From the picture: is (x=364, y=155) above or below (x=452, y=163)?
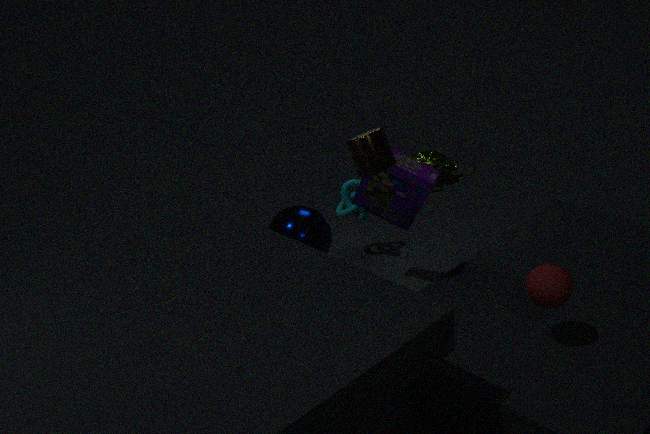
above
